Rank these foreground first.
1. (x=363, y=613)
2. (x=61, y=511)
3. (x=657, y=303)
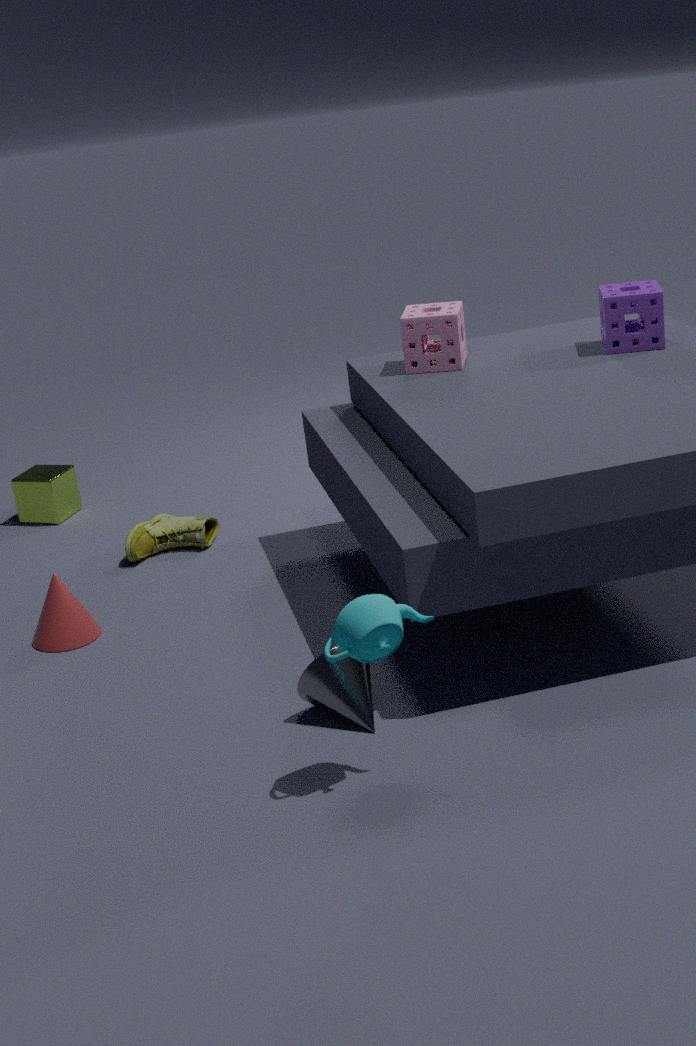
(x=363, y=613) < (x=657, y=303) < (x=61, y=511)
